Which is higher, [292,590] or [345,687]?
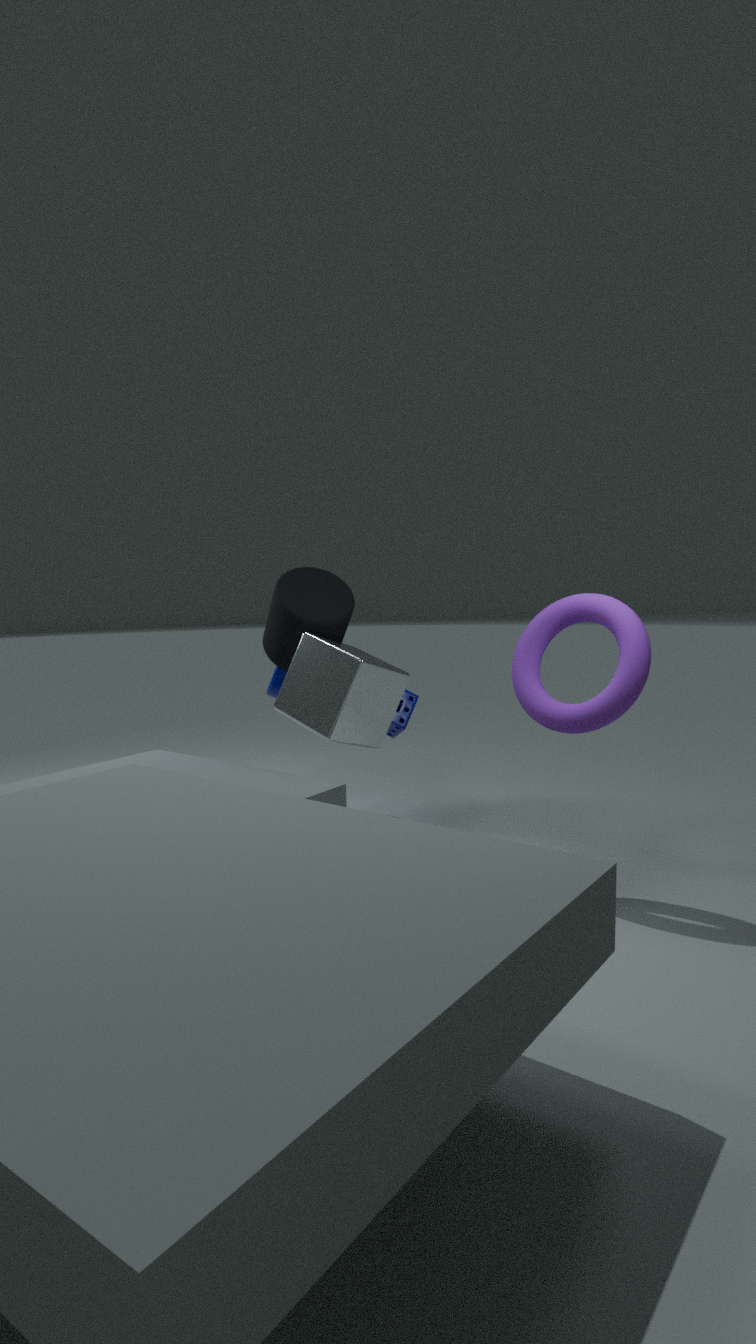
[292,590]
